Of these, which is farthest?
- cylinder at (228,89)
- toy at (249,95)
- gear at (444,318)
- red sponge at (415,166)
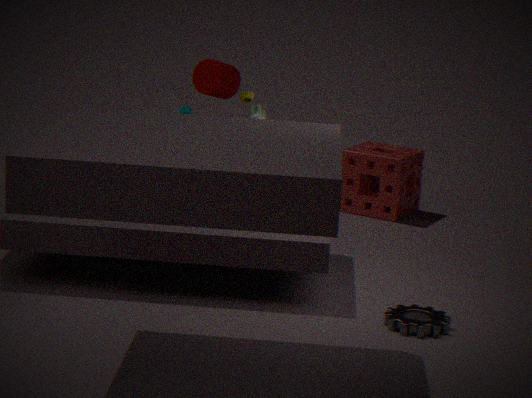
red sponge at (415,166)
